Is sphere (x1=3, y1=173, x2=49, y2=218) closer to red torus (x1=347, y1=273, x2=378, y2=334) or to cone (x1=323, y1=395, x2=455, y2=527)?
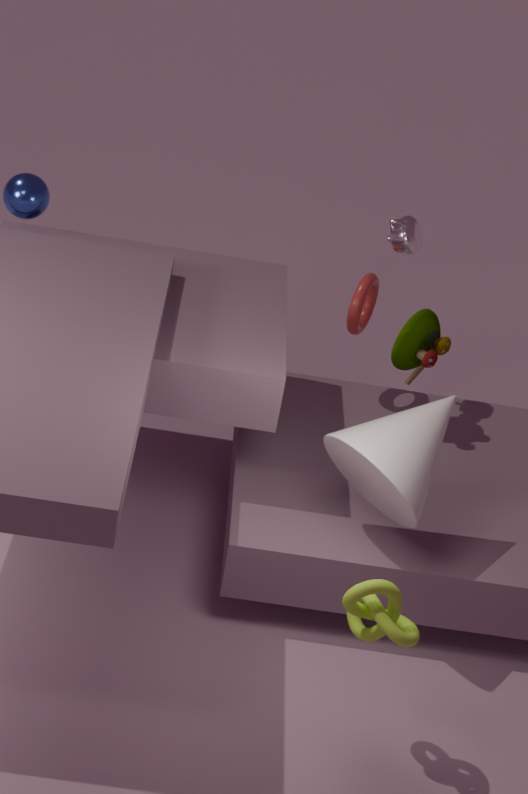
red torus (x1=347, y1=273, x2=378, y2=334)
